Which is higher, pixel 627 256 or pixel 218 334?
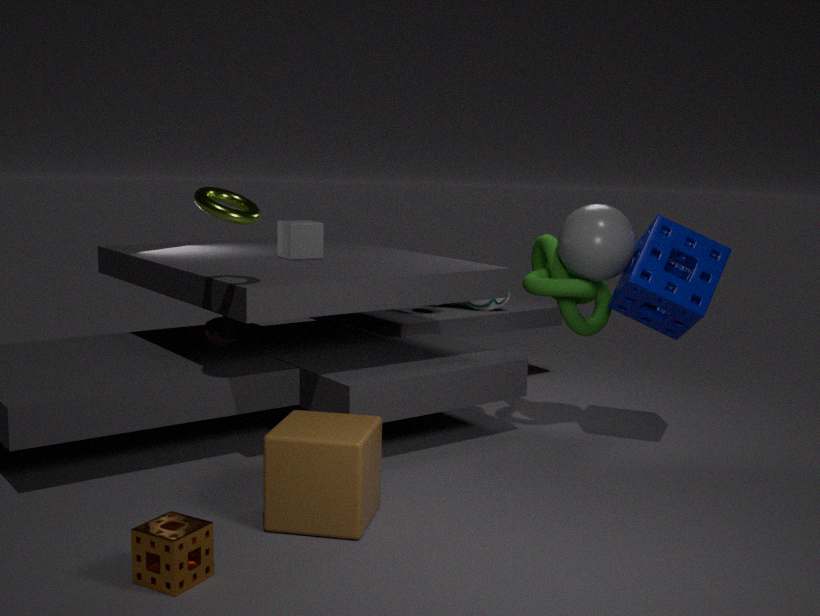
pixel 627 256
